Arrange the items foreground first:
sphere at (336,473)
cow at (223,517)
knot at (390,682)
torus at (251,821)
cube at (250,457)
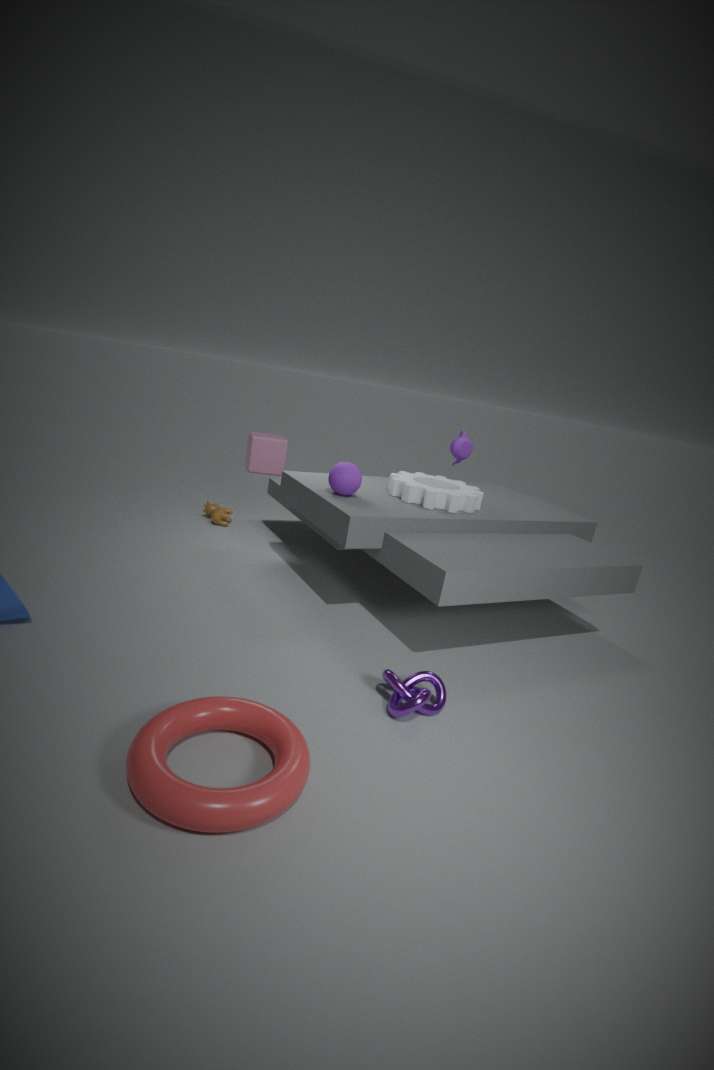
torus at (251,821), knot at (390,682), sphere at (336,473), cow at (223,517), cube at (250,457)
